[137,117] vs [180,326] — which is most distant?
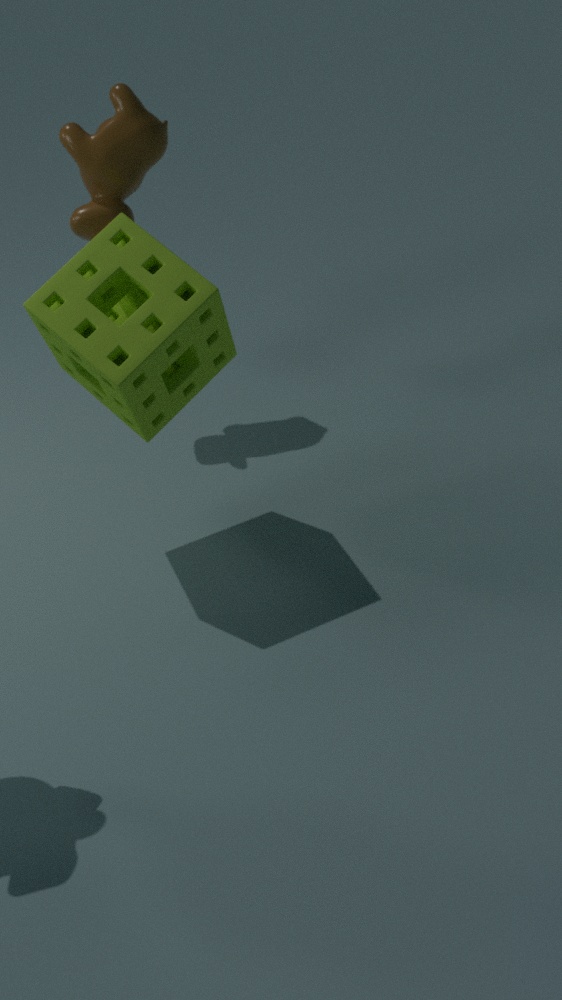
[137,117]
